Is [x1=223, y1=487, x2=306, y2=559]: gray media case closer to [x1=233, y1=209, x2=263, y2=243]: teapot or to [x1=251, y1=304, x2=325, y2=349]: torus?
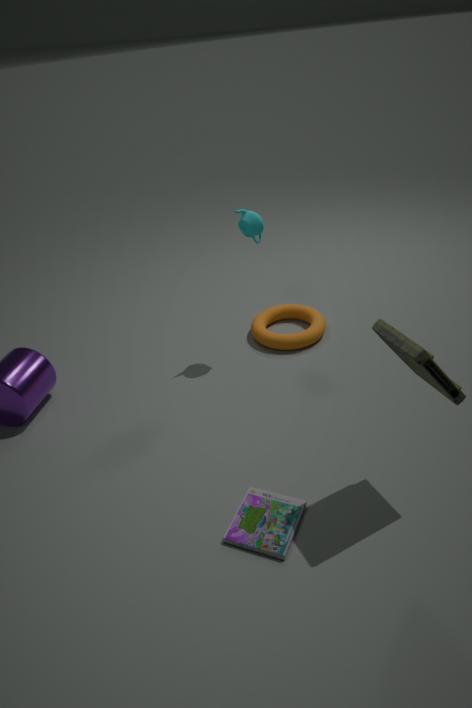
[x1=251, y1=304, x2=325, y2=349]: torus
